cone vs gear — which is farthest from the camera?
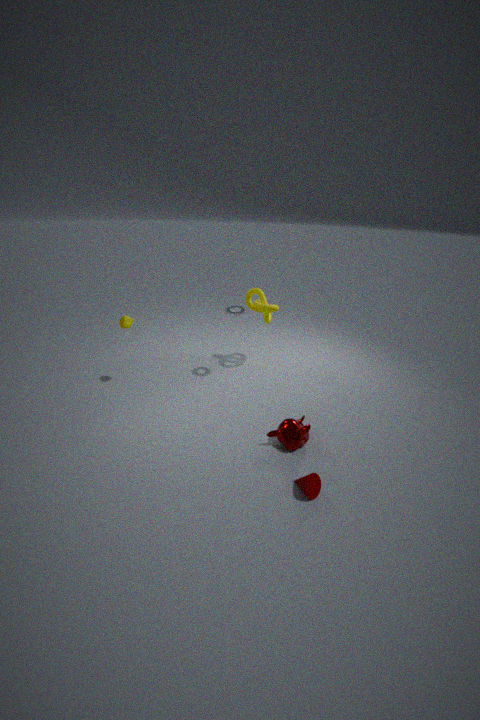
gear
